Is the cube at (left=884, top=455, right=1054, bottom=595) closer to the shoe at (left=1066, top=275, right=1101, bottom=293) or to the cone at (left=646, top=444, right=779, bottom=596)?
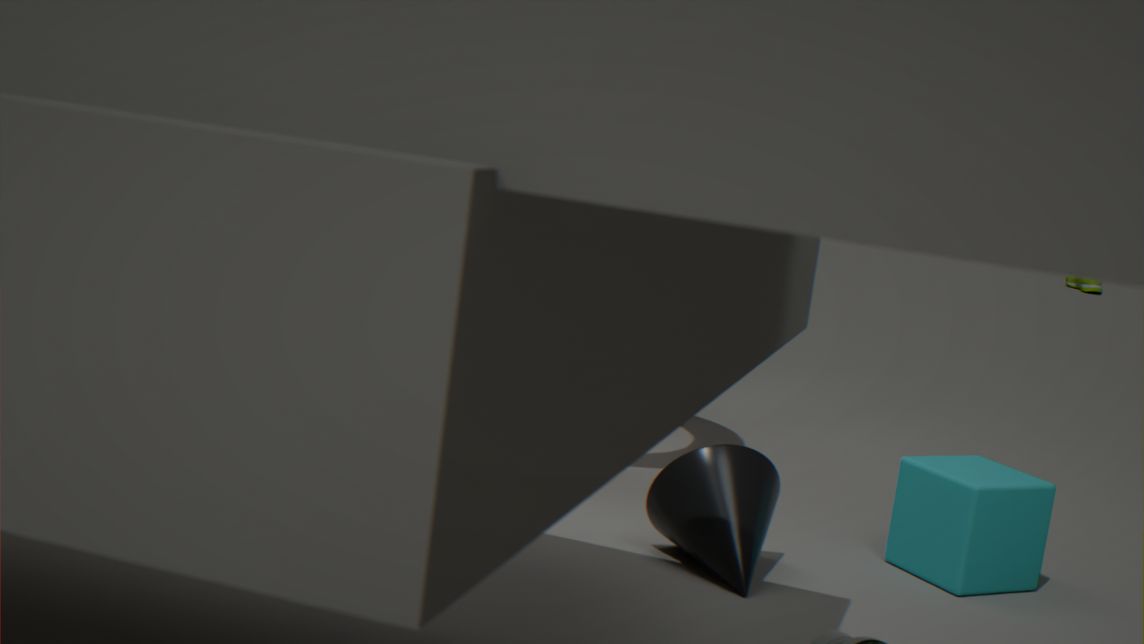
the cone at (left=646, top=444, right=779, bottom=596)
